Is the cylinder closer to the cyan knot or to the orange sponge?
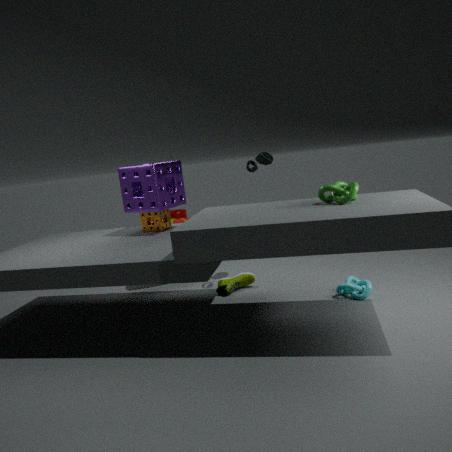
the orange sponge
